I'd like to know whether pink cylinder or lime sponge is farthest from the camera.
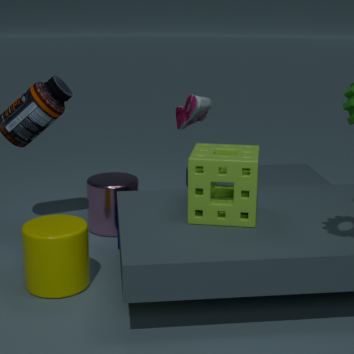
pink cylinder
